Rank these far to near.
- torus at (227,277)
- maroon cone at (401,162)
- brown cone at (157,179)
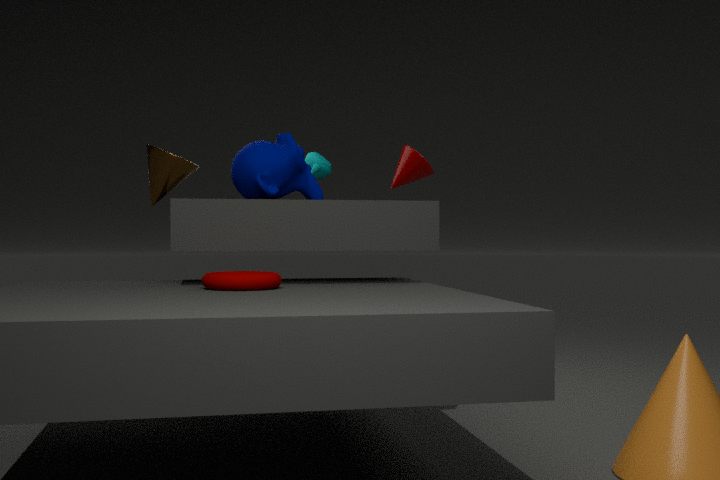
maroon cone at (401,162), brown cone at (157,179), torus at (227,277)
